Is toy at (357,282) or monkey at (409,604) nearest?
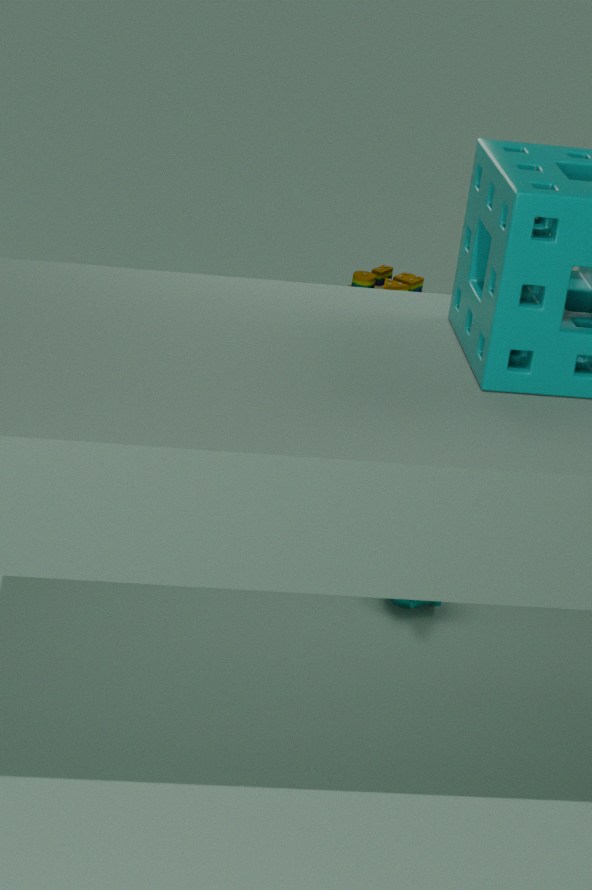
monkey at (409,604)
